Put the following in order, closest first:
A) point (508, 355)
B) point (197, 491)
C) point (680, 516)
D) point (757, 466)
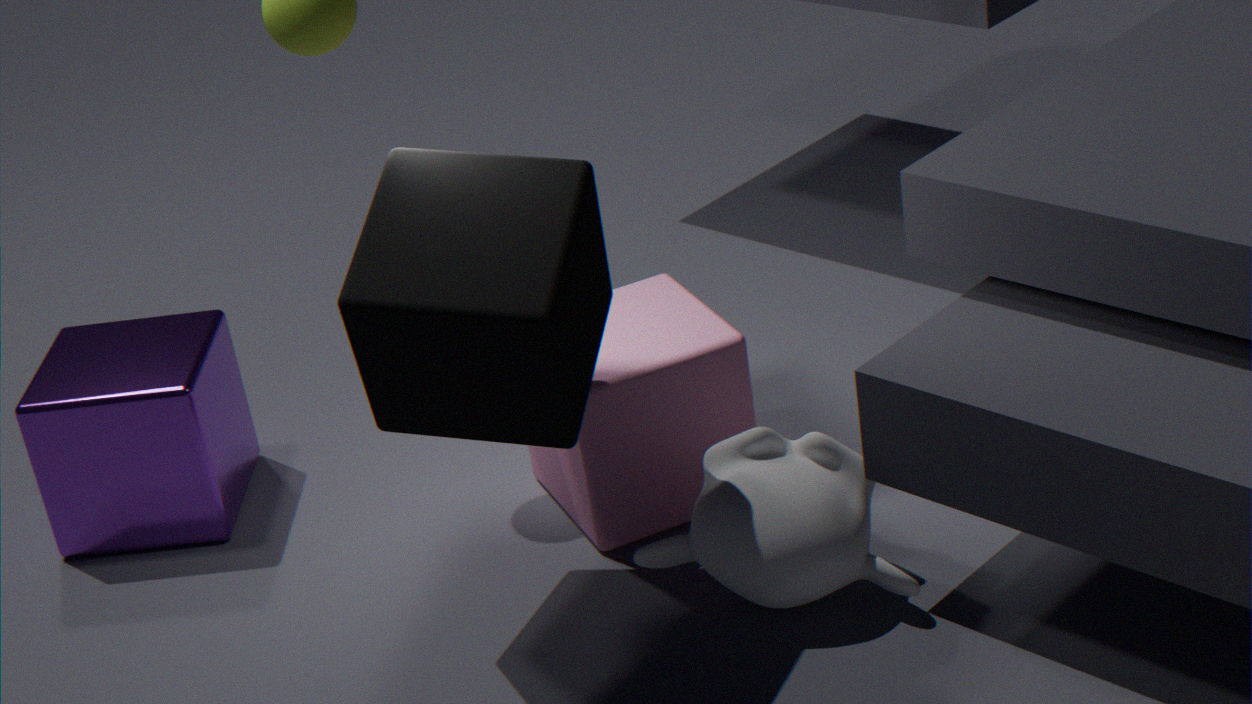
point (508, 355)
point (757, 466)
point (680, 516)
point (197, 491)
